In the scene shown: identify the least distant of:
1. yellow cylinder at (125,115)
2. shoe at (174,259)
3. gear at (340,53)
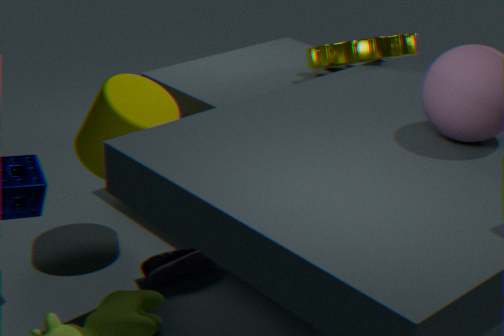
yellow cylinder at (125,115)
